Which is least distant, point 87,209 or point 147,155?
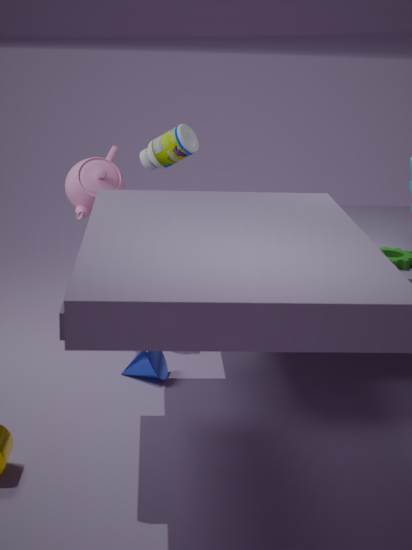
point 147,155
